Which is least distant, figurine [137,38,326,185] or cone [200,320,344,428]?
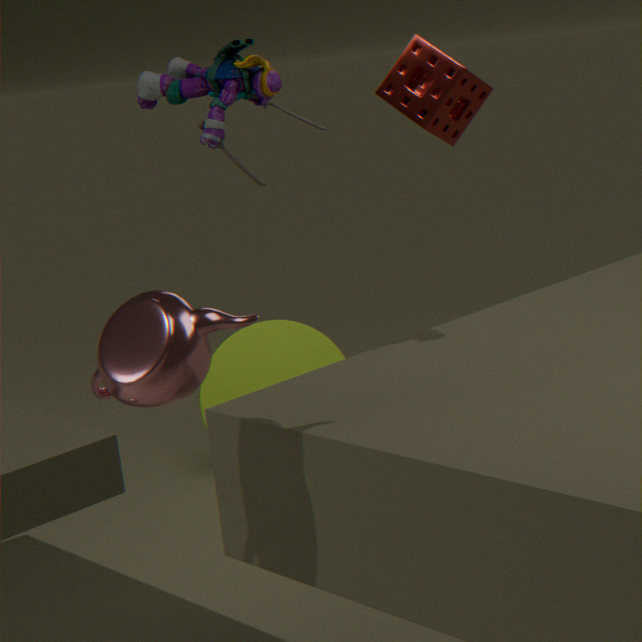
figurine [137,38,326,185]
